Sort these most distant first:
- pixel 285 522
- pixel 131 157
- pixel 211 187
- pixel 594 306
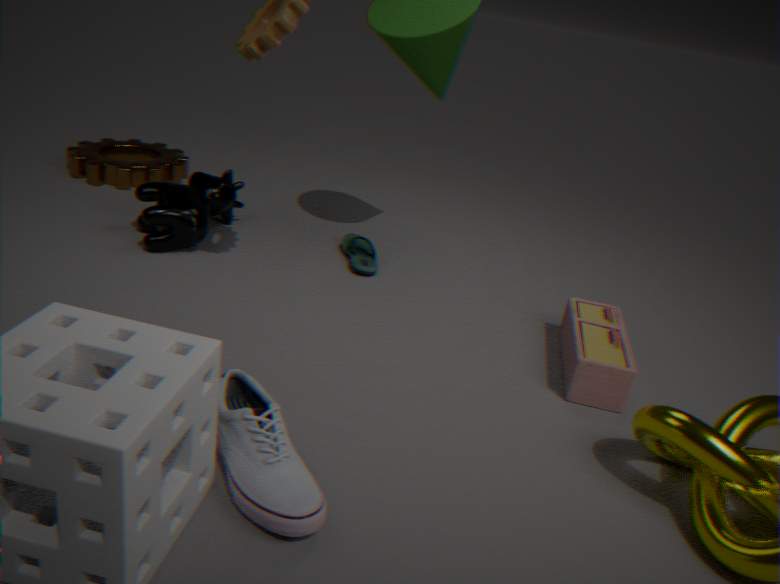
1. pixel 131 157
2. pixel 211 187
3. pixel 594 306
4. pixel 285 522
